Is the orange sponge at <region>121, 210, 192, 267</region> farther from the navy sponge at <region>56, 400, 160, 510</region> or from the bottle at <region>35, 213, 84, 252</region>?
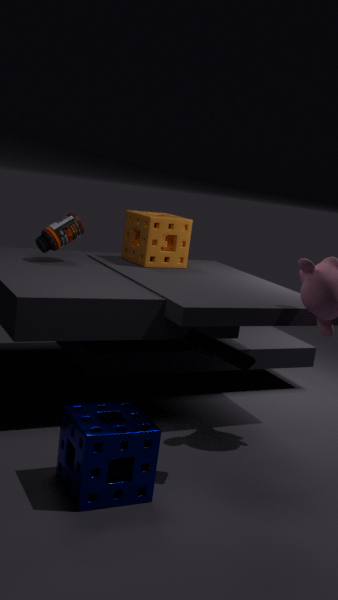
the navy sponge at <region>56, 400, 160, 510</region>
